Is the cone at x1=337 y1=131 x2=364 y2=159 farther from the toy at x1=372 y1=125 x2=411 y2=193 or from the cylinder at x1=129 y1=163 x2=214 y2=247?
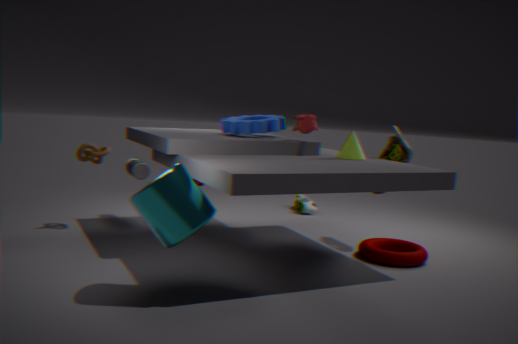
the cylinder at x1=129 y1=163 x2=214 y2=247
